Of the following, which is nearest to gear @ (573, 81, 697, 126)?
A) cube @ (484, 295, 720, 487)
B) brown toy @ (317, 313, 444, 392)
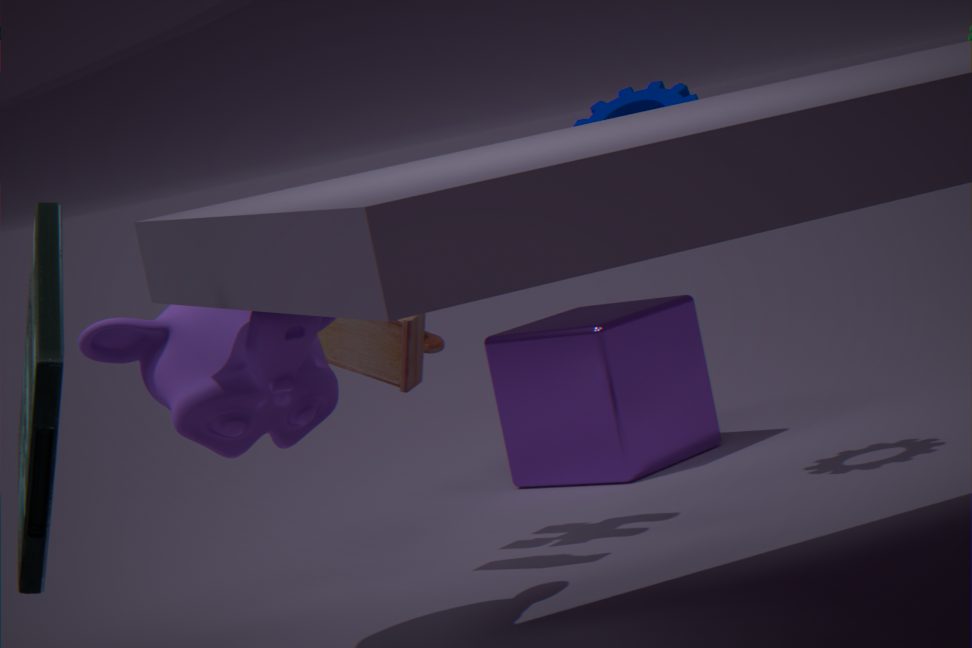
brown toy @ (317, 313, 444, 392)
